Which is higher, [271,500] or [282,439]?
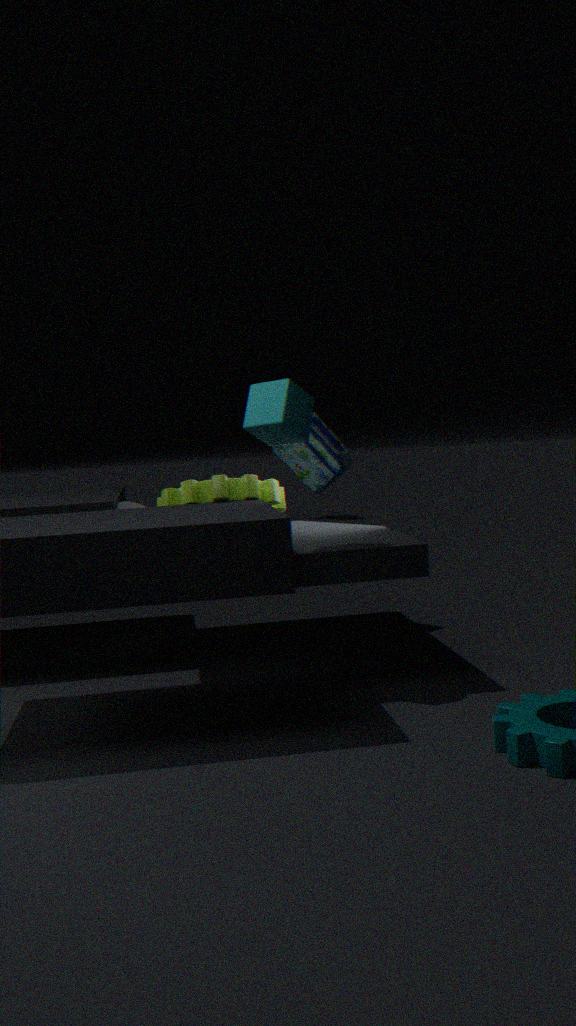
[282,439]
